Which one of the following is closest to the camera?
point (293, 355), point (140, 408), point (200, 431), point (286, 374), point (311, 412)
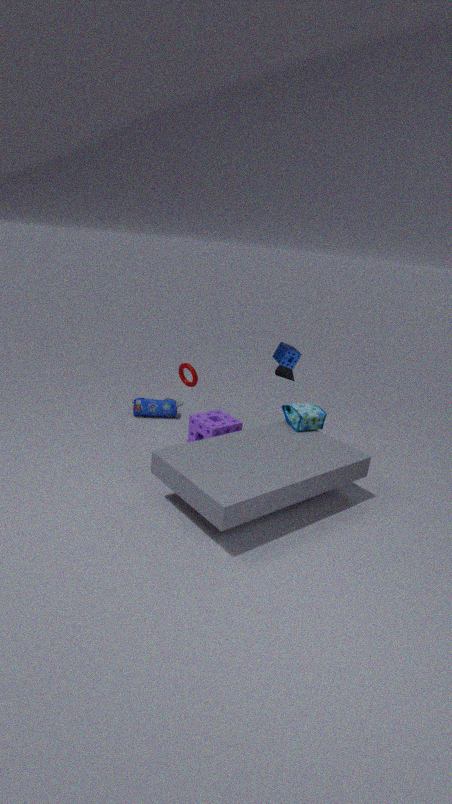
point (311, 412)
